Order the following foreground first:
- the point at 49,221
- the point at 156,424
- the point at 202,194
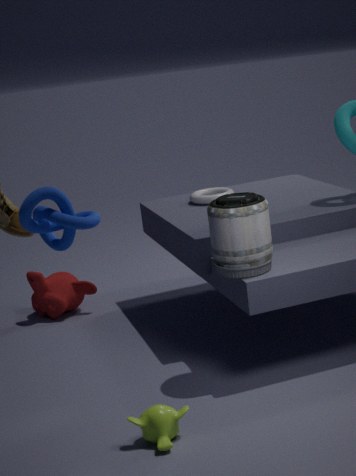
the point at 49,221 < the point at 156,424 < the point at 202,194
